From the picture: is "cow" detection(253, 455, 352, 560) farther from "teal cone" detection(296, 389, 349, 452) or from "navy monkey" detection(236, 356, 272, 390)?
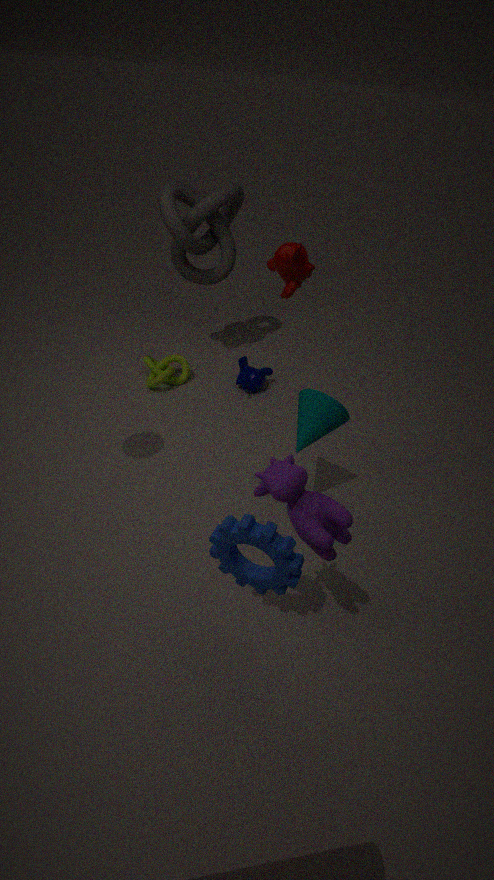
"navy monkey" detection(236, 356, 272, 390)
